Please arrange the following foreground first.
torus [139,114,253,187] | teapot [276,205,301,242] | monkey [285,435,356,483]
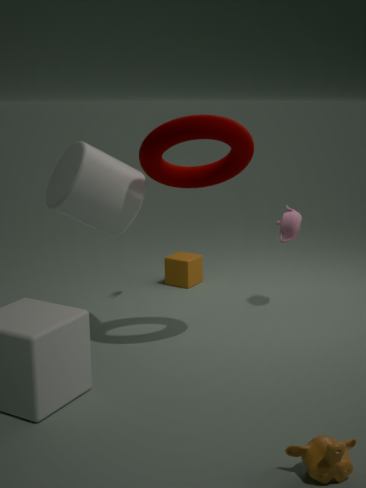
monkey [285,435,356,483], torus [139,114,253,187], teapot [276,205,301,242]
